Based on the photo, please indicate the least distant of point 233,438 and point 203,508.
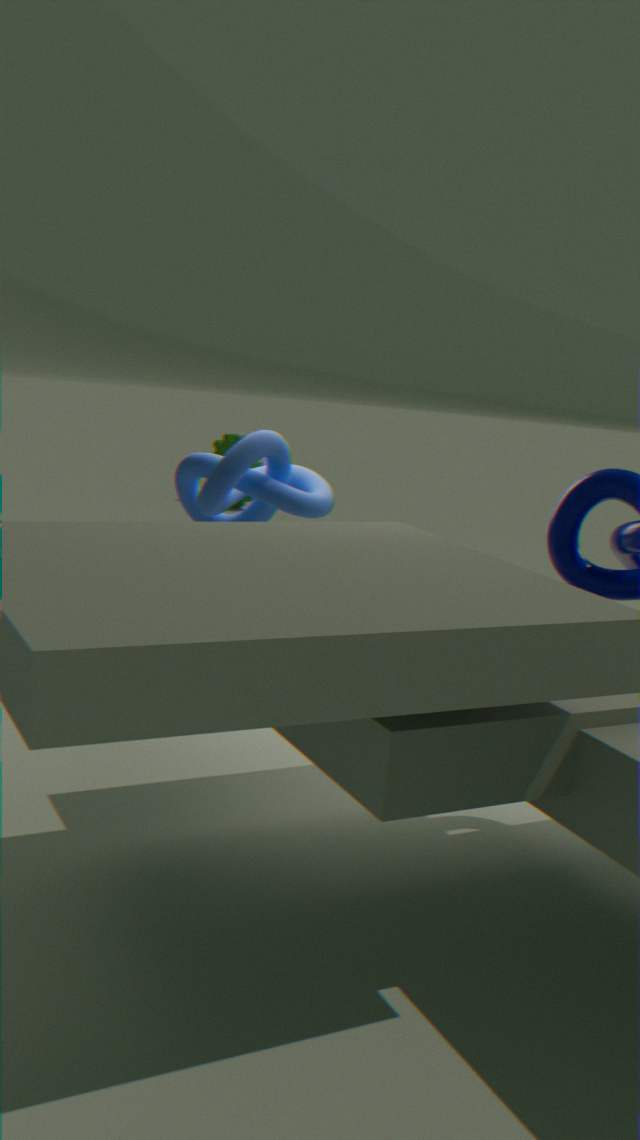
point 203,508
